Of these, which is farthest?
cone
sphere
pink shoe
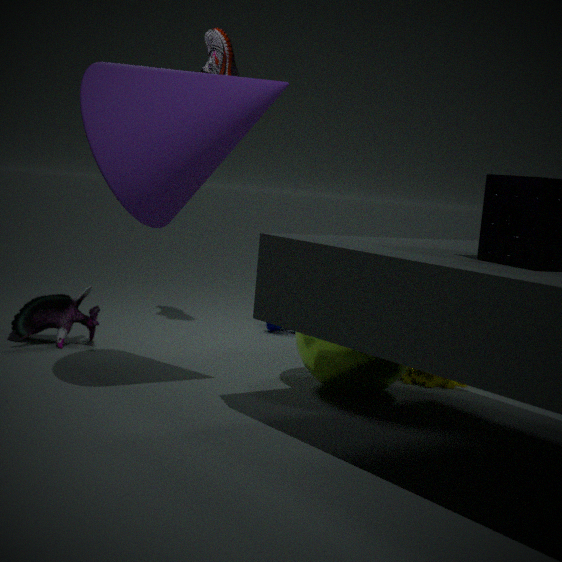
pink shoe
